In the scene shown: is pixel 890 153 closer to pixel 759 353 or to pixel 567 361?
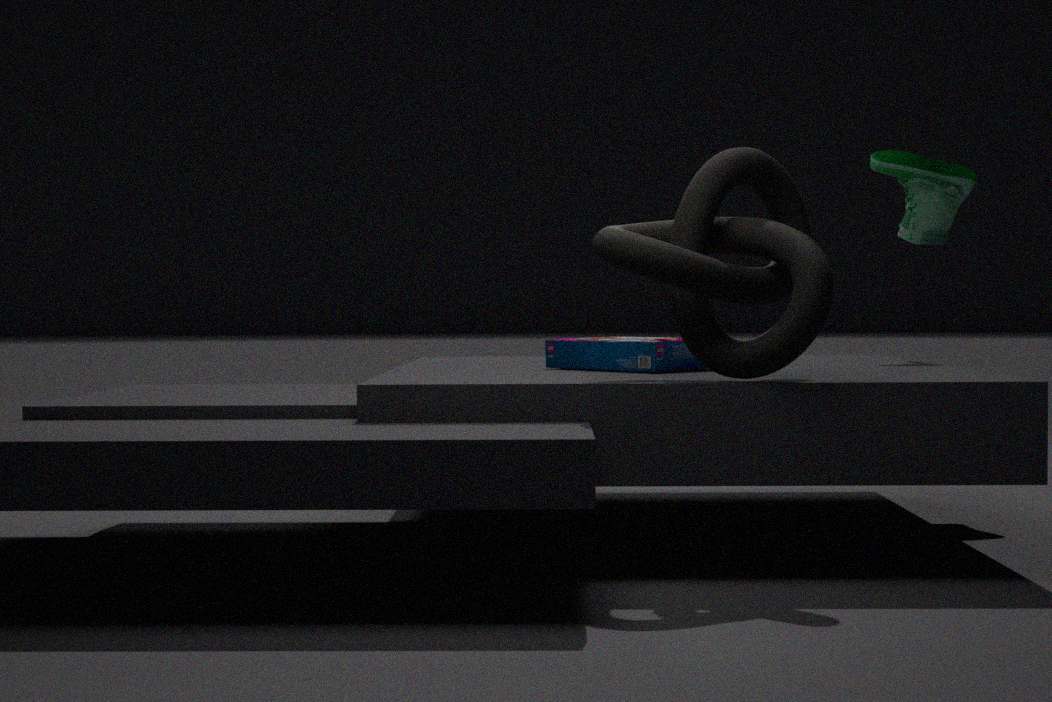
pixel 567 361
